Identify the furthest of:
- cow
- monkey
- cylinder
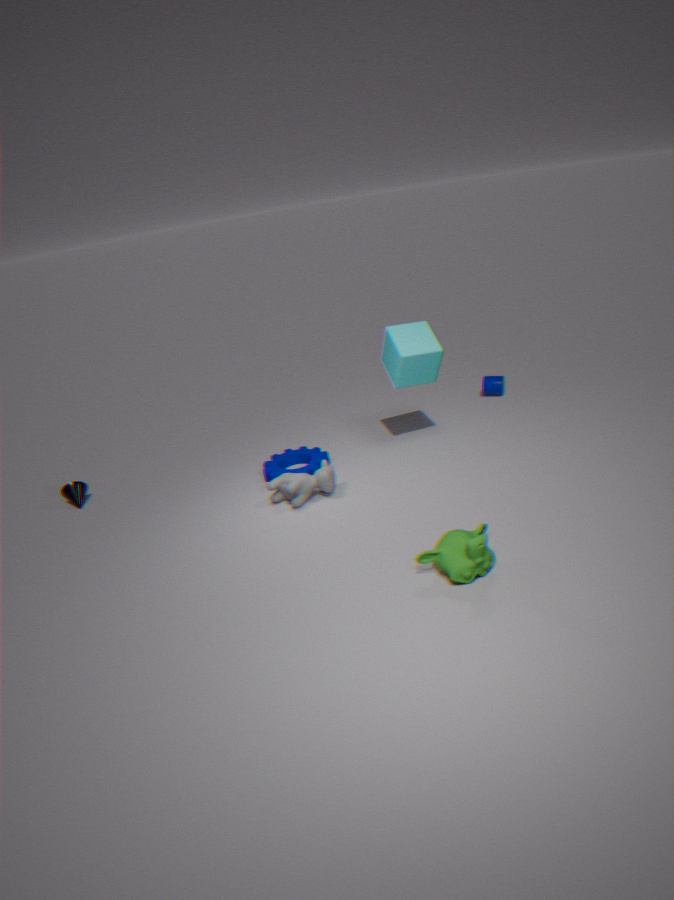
cylinder
